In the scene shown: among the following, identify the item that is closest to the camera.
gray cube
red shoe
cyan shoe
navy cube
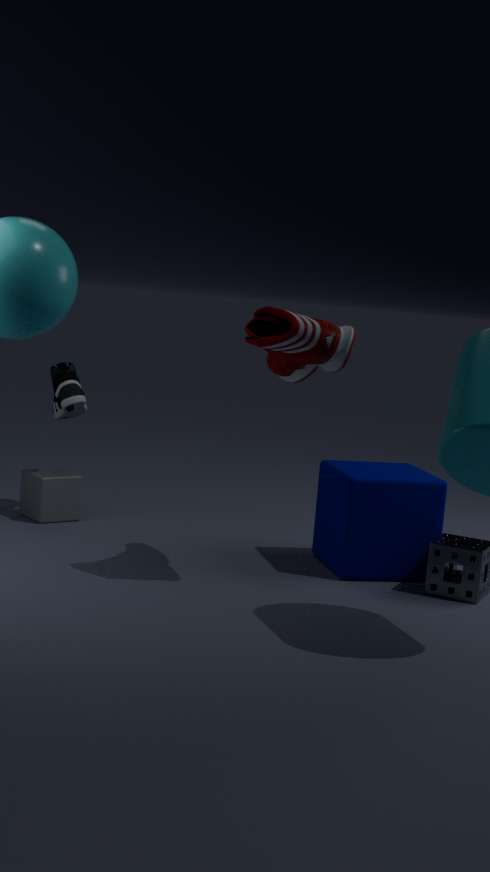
red shoe
